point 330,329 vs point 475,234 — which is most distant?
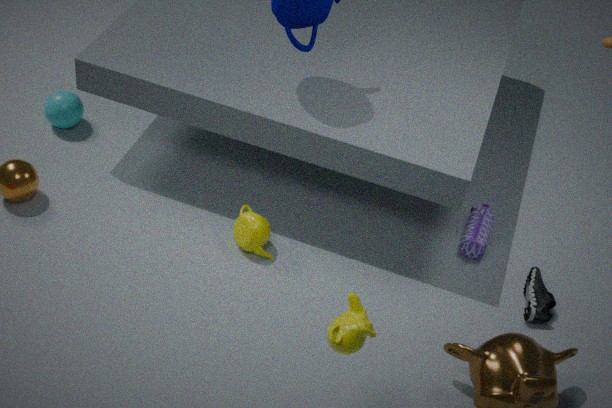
point 475,234
